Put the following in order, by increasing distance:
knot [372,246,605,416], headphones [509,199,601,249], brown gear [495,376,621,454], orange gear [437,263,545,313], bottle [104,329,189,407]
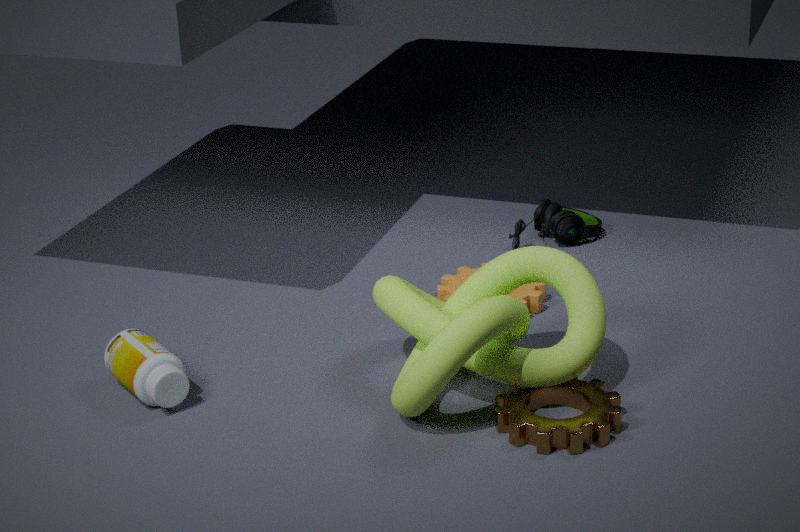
knot [372,246,605,416]
brown gear [495,376,621,454]
bottle [104,329,189,407]
orange gear [437,263,545,313]
headphones [509,199,601,249]
